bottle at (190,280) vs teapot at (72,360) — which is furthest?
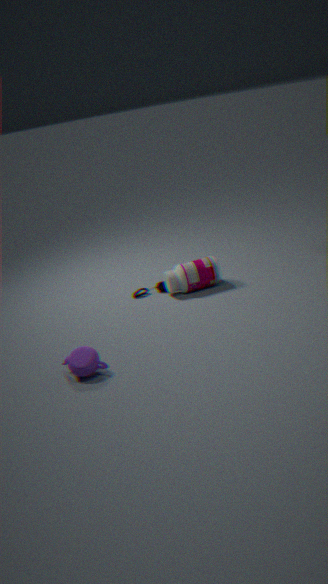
bottle at (190,280)
